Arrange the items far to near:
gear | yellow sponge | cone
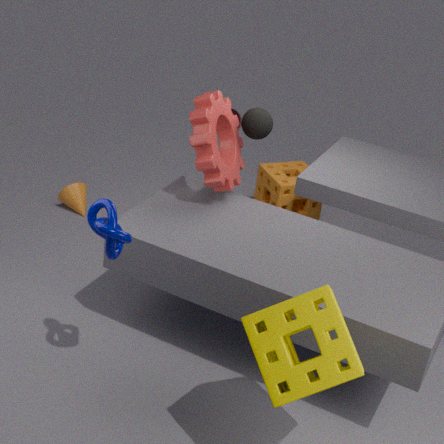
cone
gear
yellow sponge
